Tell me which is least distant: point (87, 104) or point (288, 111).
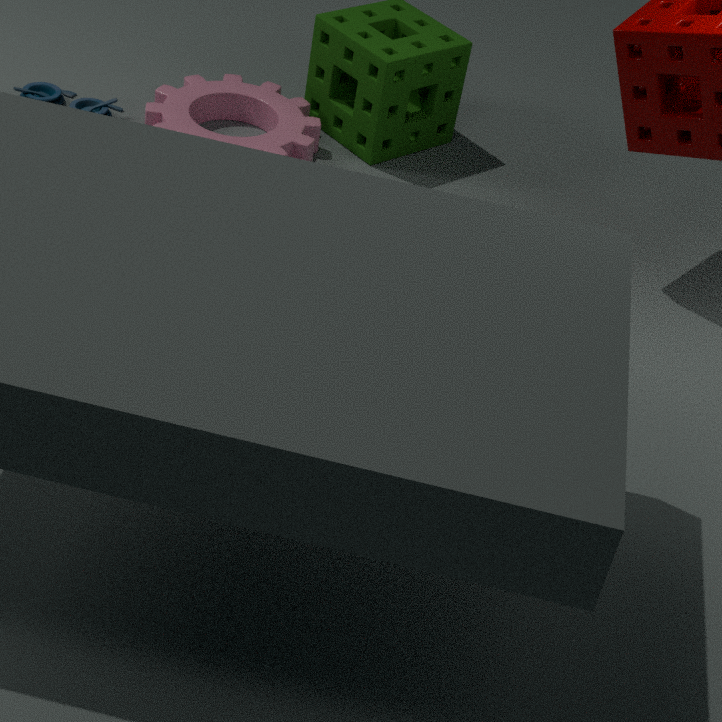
point (87, 104)
